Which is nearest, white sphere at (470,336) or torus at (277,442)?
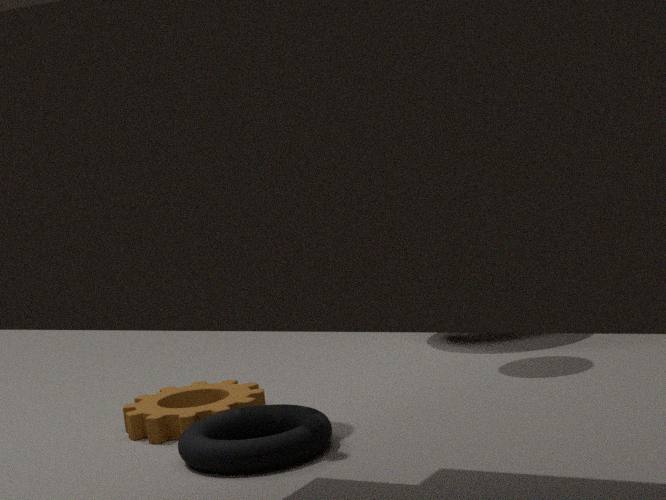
torus at (277,442)
